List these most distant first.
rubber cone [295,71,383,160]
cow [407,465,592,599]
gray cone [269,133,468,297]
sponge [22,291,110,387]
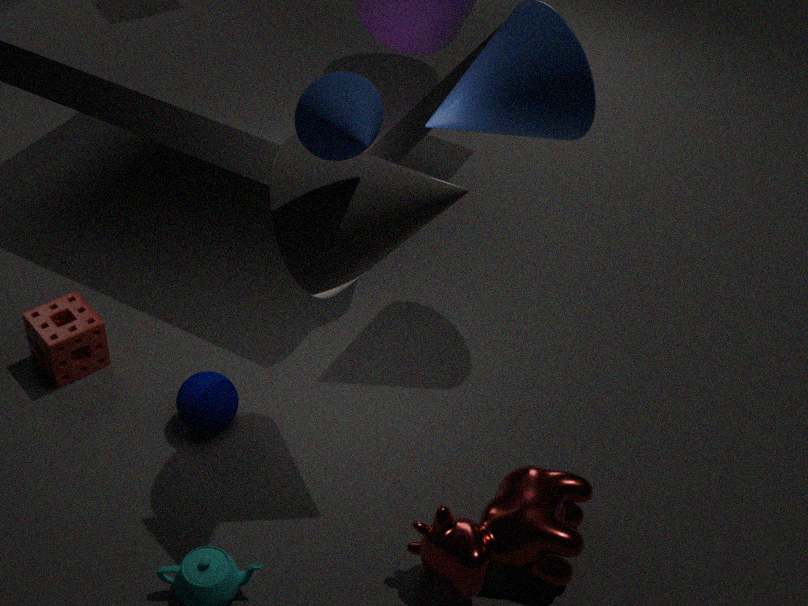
sponge [22,291,110,387] → cow [407,465,592,599] → gray cone [269,133,468,297] → rubber cone [295,71,383,160]
